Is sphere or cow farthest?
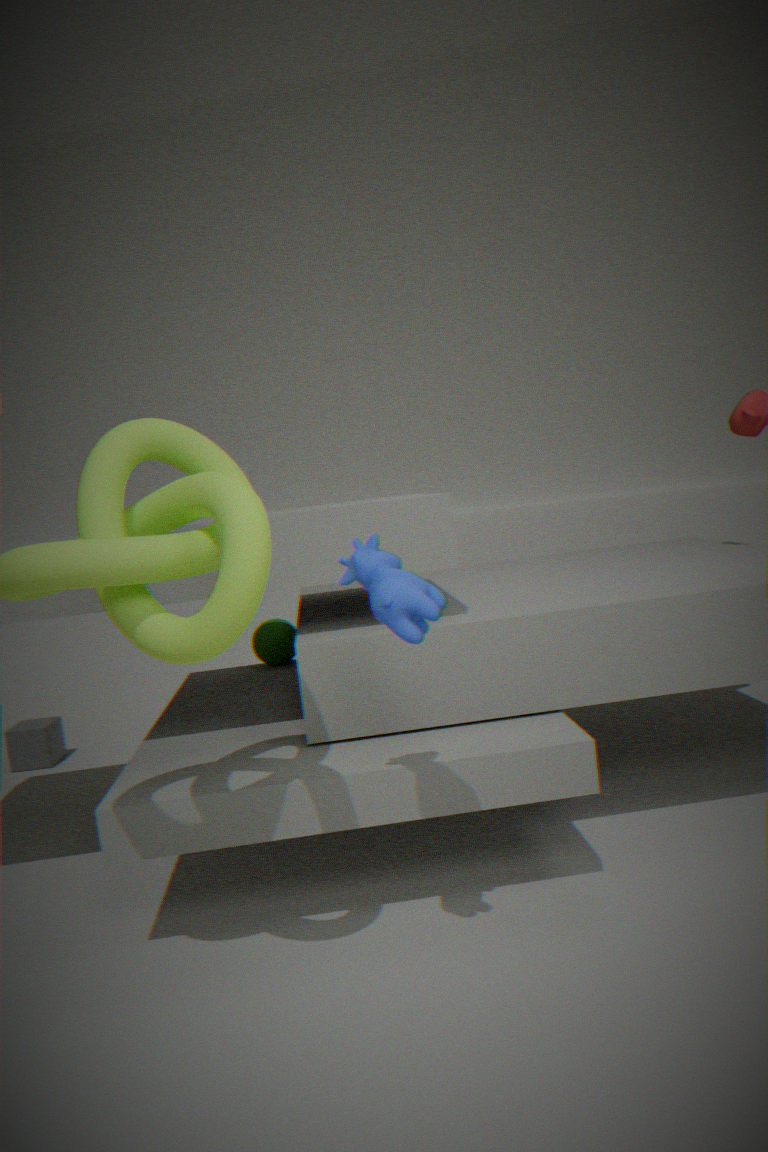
sphere
